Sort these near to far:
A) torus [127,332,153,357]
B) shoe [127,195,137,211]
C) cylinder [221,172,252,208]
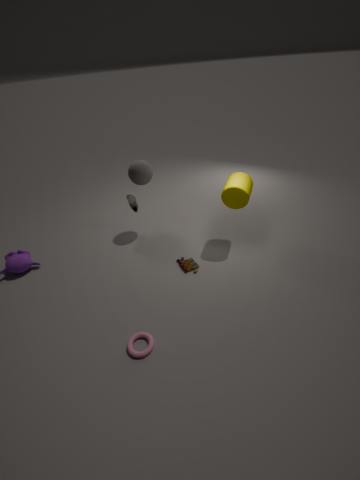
torus [127,332,153,357] → cylinder [221,172,252,208] → shoe [127,195,137,211]
